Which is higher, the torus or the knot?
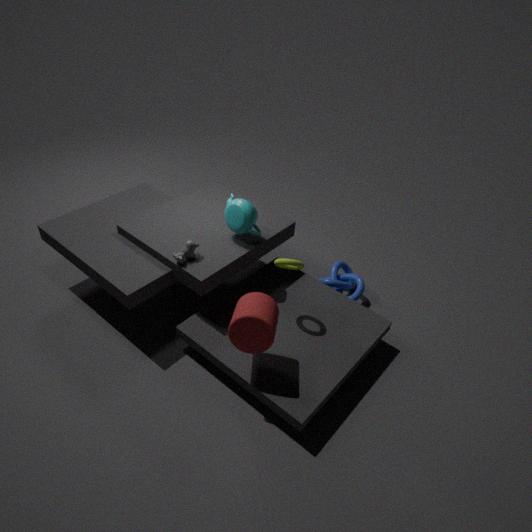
the torus
